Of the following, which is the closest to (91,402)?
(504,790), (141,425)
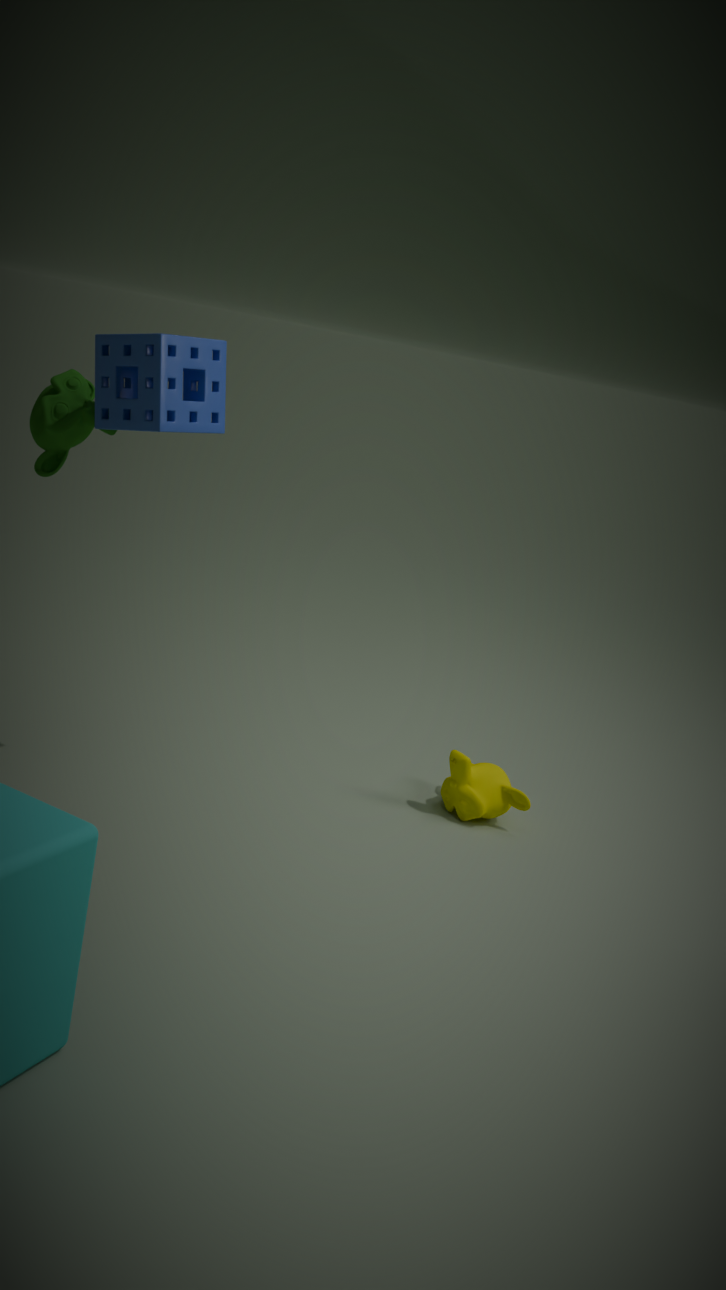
(141,425)
